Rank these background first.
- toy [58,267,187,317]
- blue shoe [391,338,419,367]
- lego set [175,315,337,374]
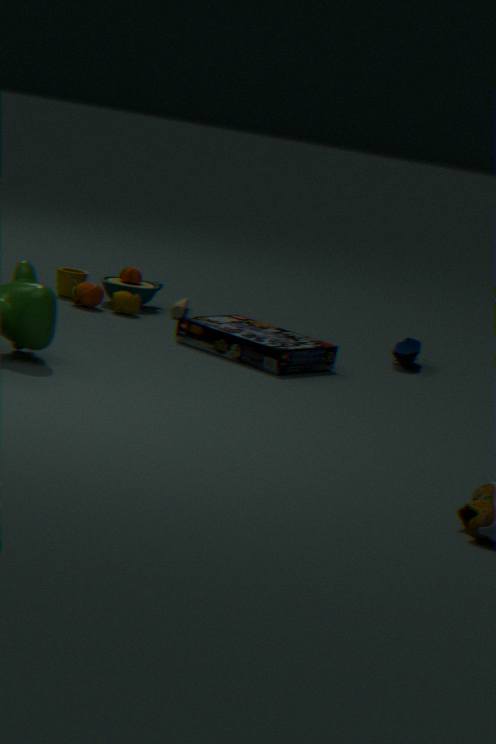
toy [58,267,187,317]
blue shoe [391,338,419,367]
lego set [175,315,337,374]
